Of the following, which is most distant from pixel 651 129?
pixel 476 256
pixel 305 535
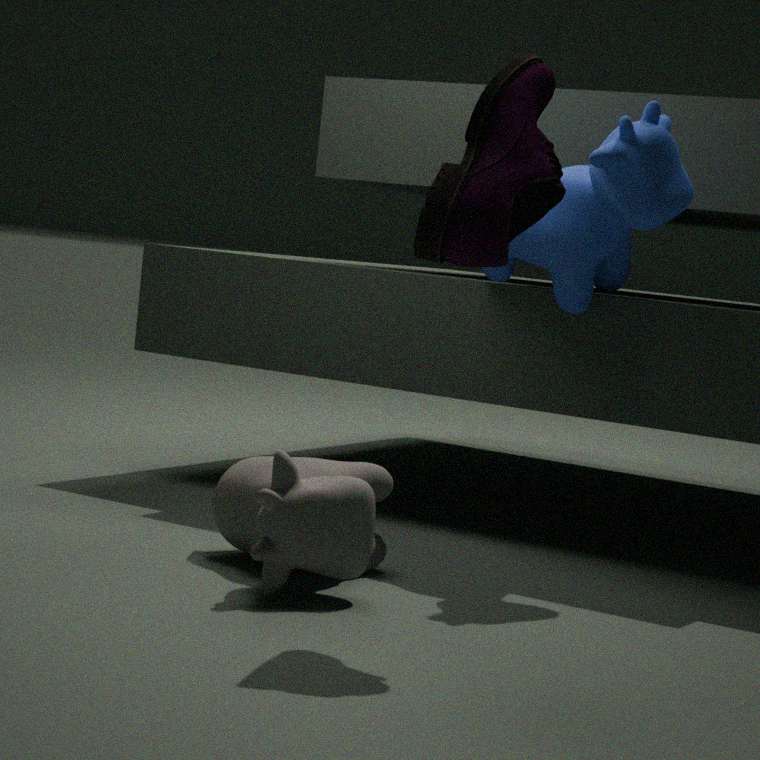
pixel 305 535
